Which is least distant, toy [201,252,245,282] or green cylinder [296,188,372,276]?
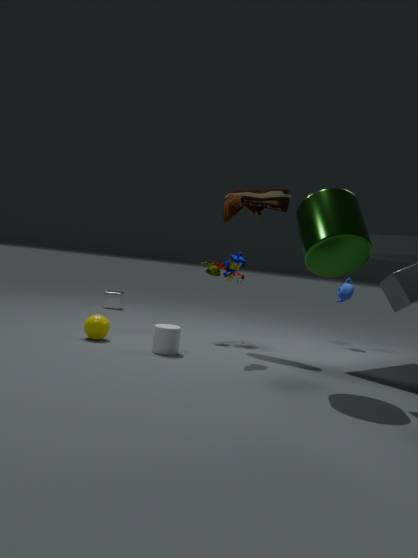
green cylinder [296,188,372,276]
